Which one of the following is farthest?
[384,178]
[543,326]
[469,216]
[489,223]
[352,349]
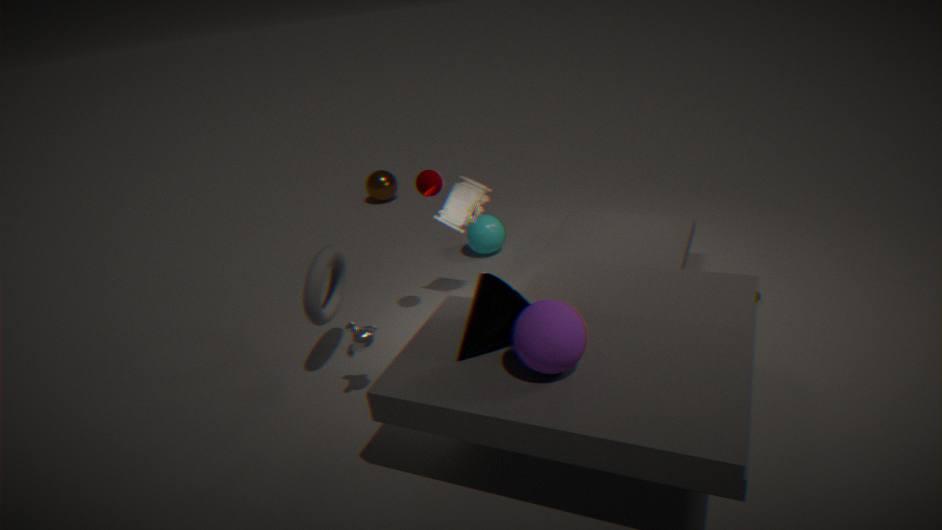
[384,178]
